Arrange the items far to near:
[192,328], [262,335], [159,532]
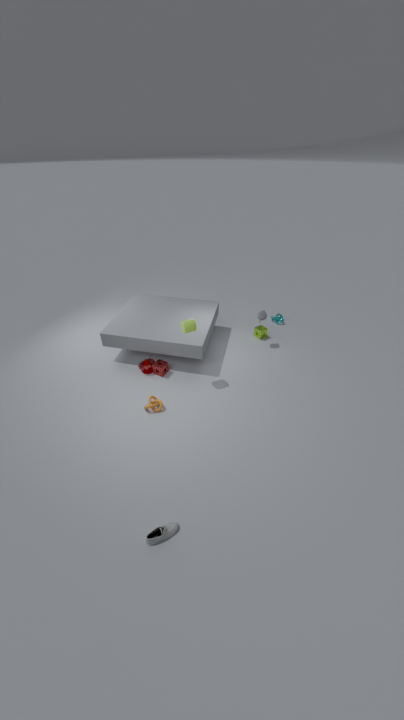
[262,335]
[192,328]
[159,532]
